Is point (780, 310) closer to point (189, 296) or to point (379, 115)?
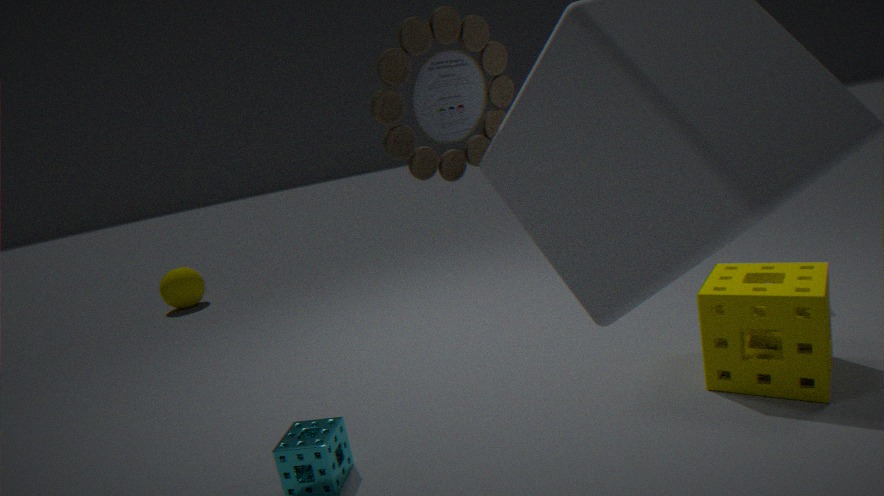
point (379, 115)
